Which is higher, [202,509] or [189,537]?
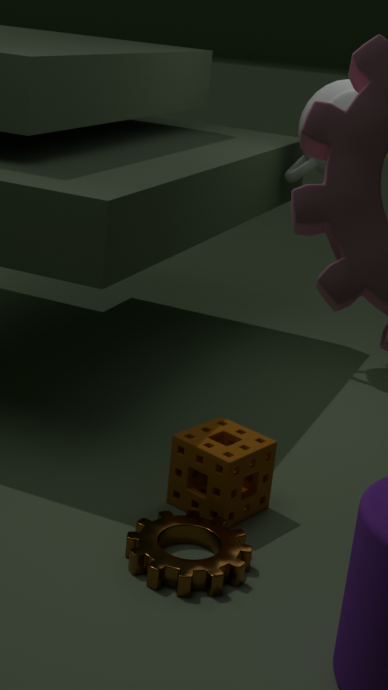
[202,509]
